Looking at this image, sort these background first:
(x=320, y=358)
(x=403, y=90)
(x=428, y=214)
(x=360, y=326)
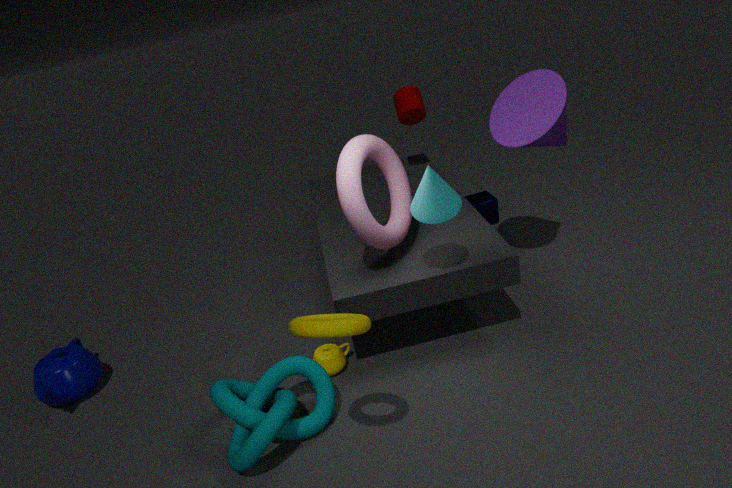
1. (x=403, y=90)
2. (x=320, y=358)
3. (x=428, y=214)
4. (x=360, y=326)
